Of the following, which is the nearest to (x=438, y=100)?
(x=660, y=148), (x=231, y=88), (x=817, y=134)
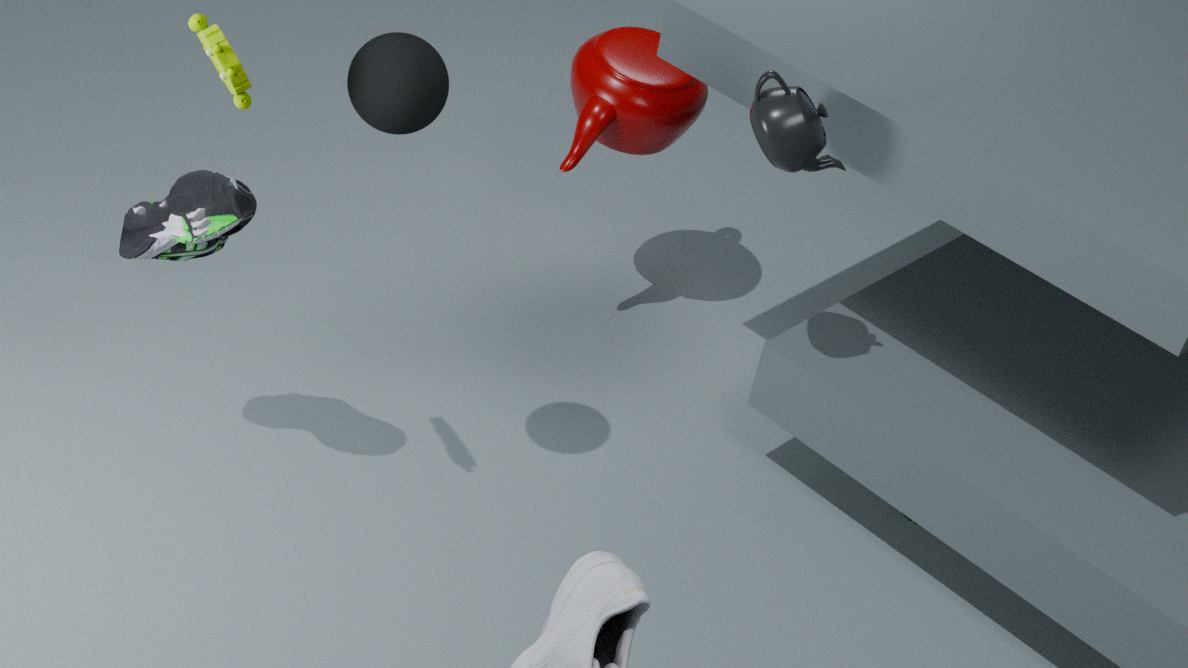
(x=231, y=88)
